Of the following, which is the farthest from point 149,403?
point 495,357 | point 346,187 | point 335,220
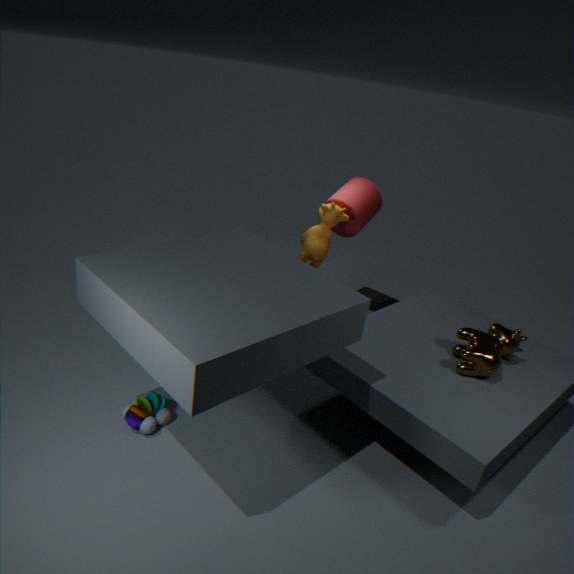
point 346,187
